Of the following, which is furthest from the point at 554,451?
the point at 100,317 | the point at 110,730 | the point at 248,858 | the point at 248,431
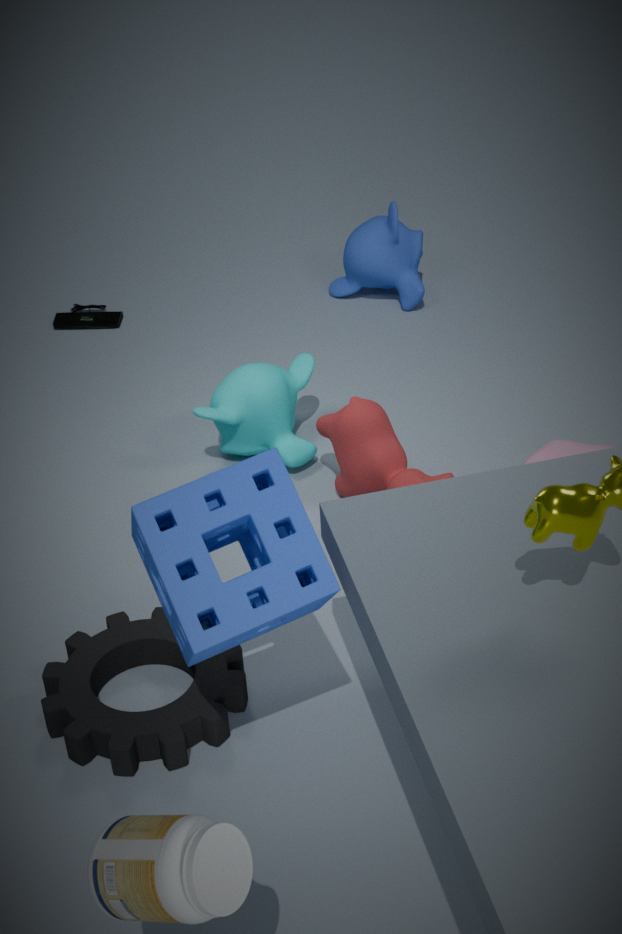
the point at 100,317
